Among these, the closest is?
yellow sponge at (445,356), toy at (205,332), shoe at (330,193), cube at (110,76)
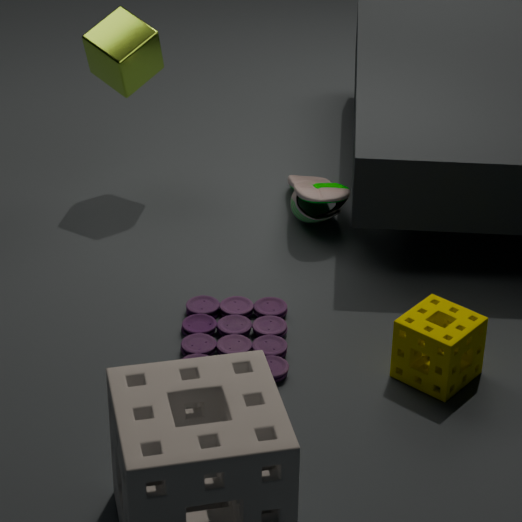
yellow sponge at (445,356)
